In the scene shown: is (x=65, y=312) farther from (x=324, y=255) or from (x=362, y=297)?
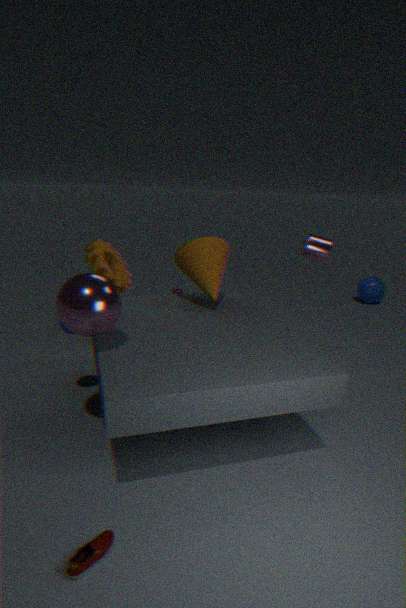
(x=362, y=297)
